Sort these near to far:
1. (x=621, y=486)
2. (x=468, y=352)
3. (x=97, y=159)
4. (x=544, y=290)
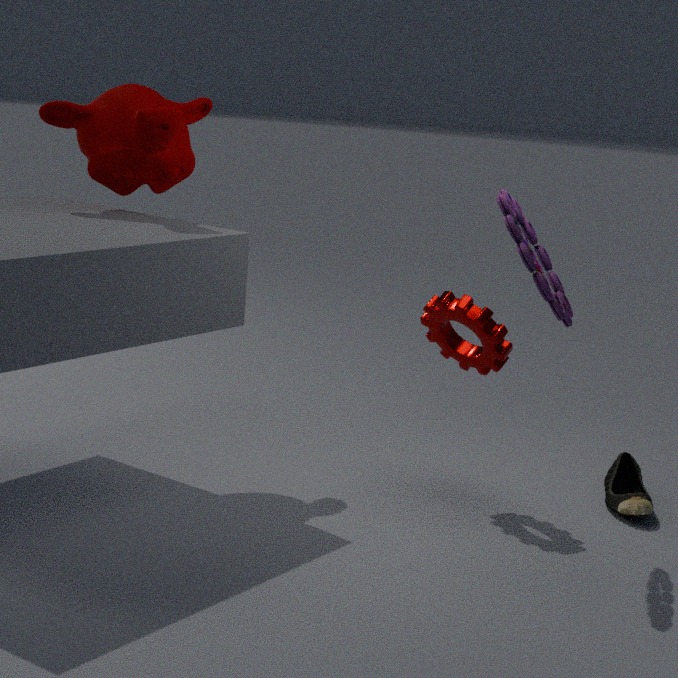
1. (x=544, y=290)
2. (x=97, y=159)
3. (x=468, y=352)
4. (x=621, y=486)
